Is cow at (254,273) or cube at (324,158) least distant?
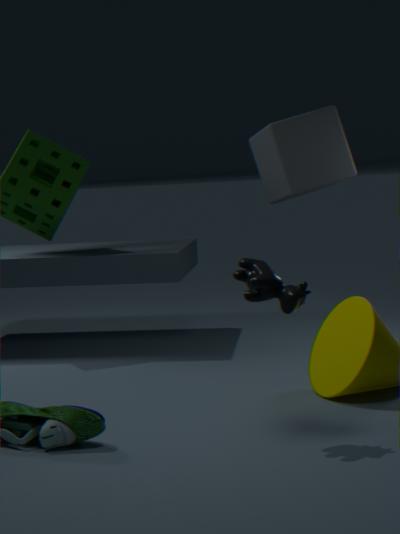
cow at (254,273)
